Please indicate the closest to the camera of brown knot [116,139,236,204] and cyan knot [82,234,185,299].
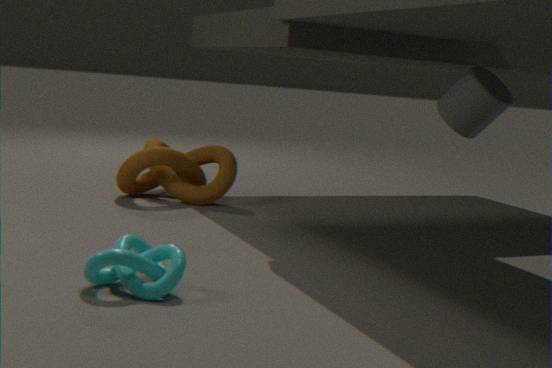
cyan knot [82,234,185,299]
